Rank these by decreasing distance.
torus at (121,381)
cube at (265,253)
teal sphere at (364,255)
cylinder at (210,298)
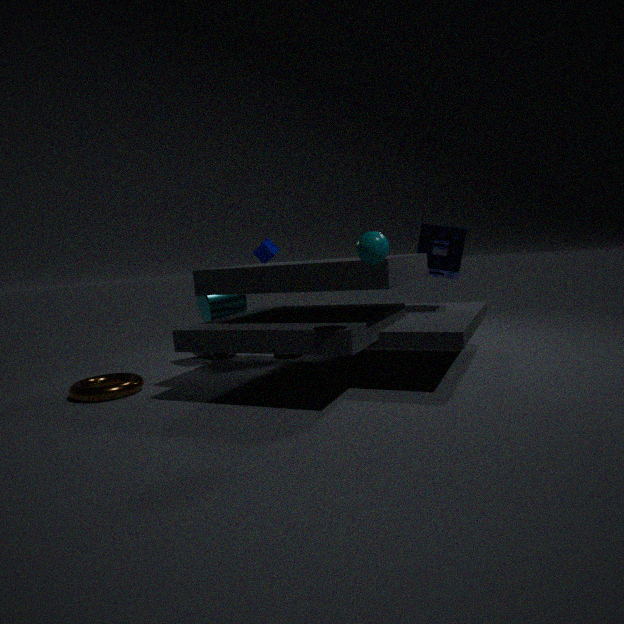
1. cube at (265,253)
2. cylinder at (210,298)
3. torus at (121,381)
4. teal sphere at (364,255)
